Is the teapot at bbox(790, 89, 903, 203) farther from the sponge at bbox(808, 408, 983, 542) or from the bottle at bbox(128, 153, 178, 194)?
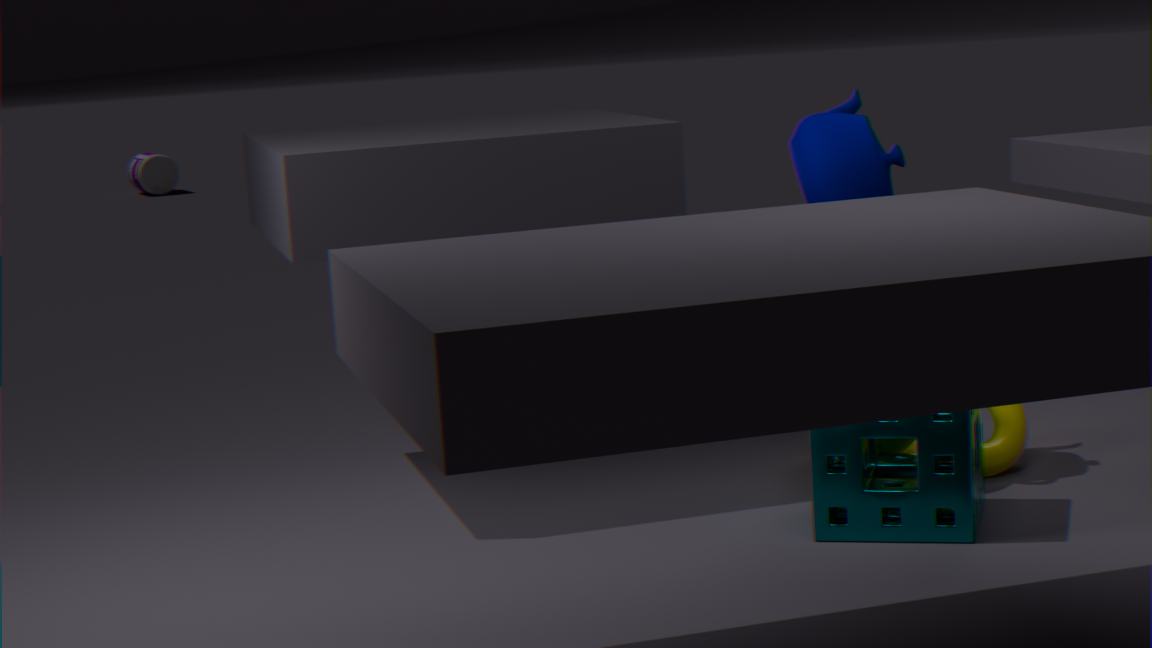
the bottle at bbox(128, 153, 178, 194)
